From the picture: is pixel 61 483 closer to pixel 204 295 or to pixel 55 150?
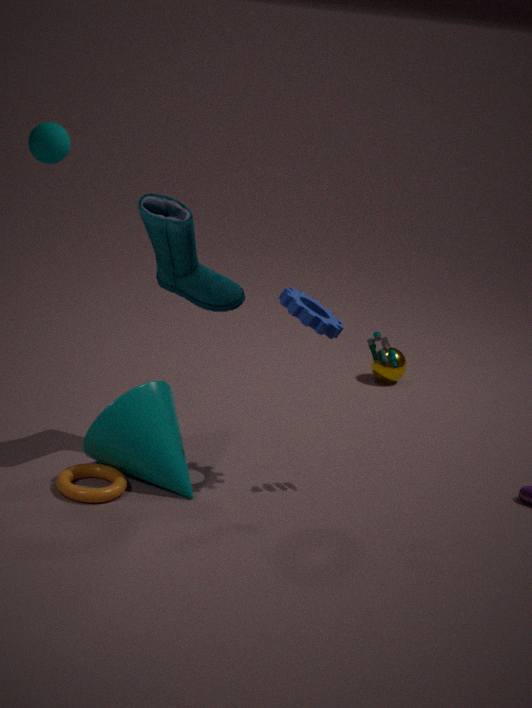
pixel 204 295
